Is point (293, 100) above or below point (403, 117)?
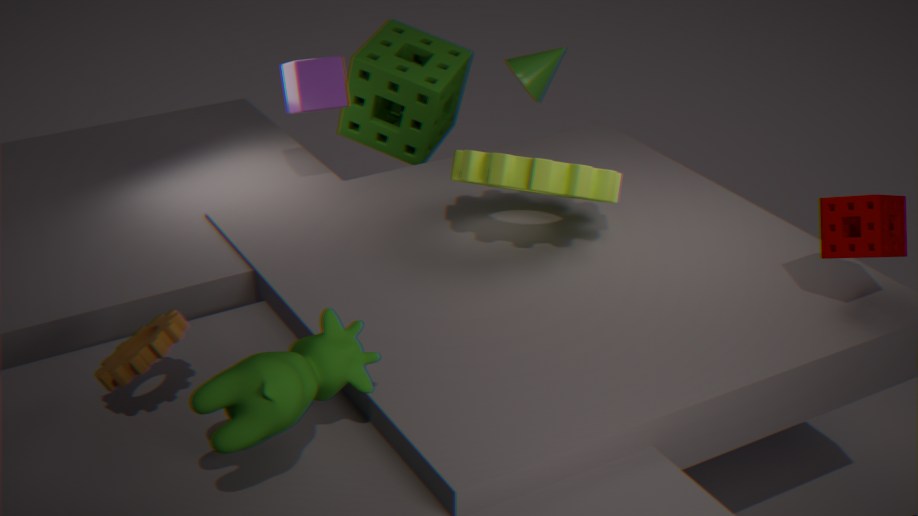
above
